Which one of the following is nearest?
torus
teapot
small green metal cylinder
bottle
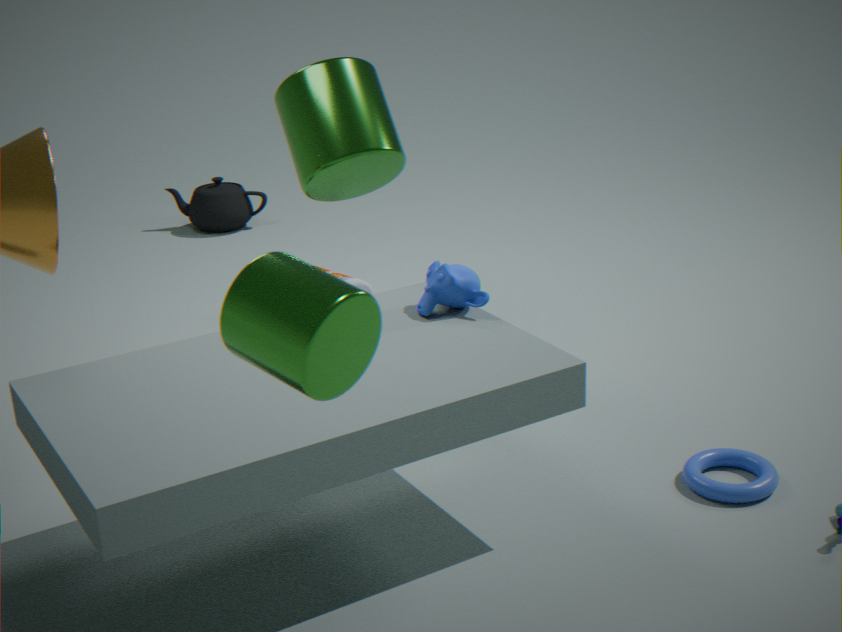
small green metal cylinder
